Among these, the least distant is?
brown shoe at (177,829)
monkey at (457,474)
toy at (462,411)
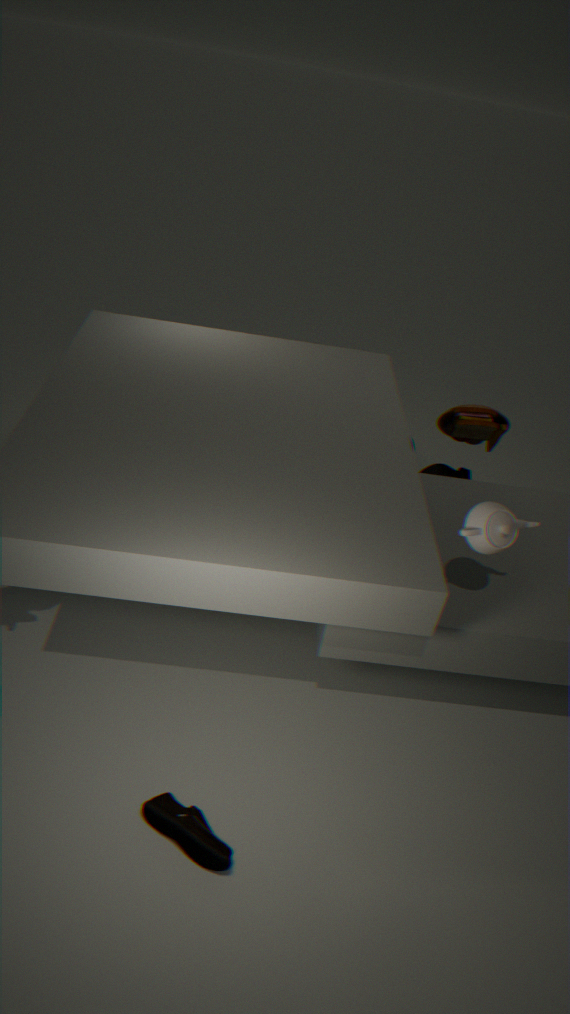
brown shoe at (177,829)
